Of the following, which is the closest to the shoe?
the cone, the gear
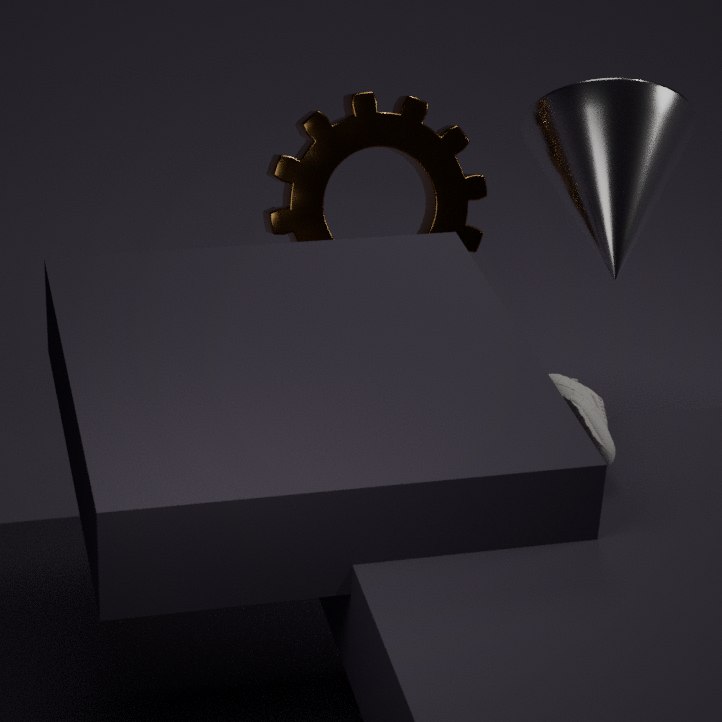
the cone
